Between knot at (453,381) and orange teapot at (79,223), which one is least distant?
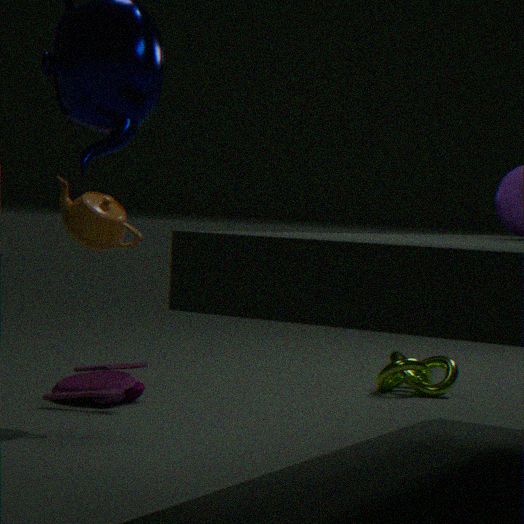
orange teapot at (79,223)
